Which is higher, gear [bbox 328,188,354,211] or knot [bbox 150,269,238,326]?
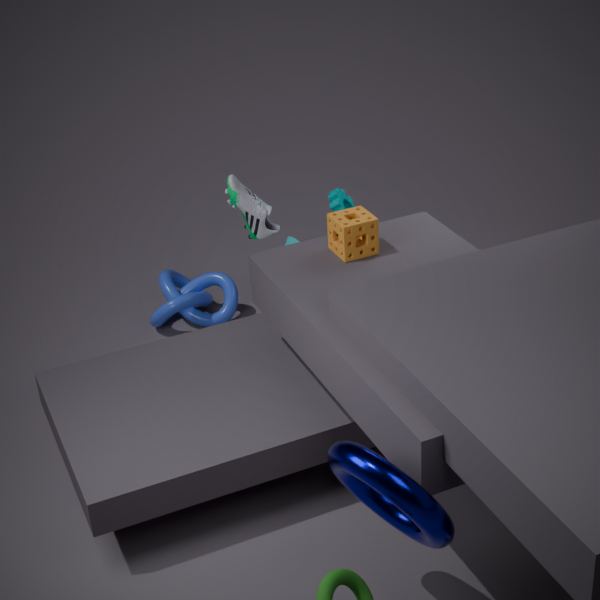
gear [bbox 328,188,354,211]
